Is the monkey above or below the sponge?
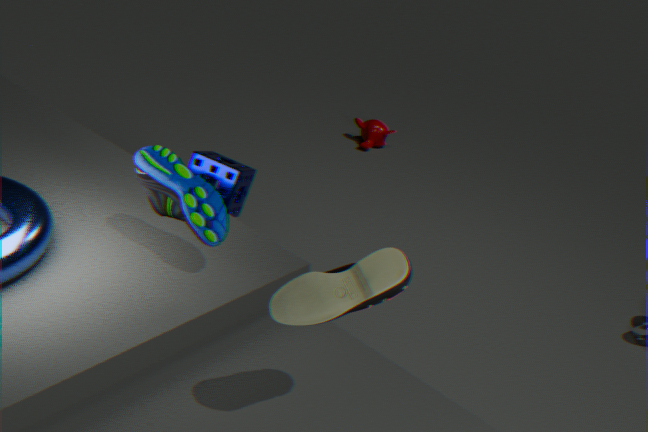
below
